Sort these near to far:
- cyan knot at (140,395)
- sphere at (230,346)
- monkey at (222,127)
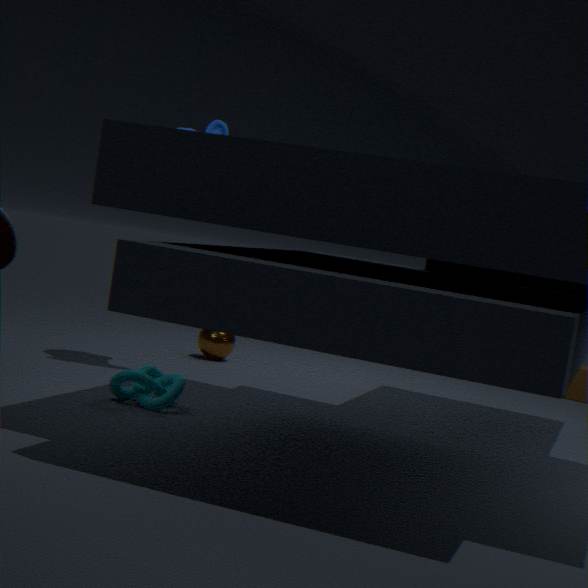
cyan knot at (140,395) < monkey at (222,127) < sphere at (230,346)
